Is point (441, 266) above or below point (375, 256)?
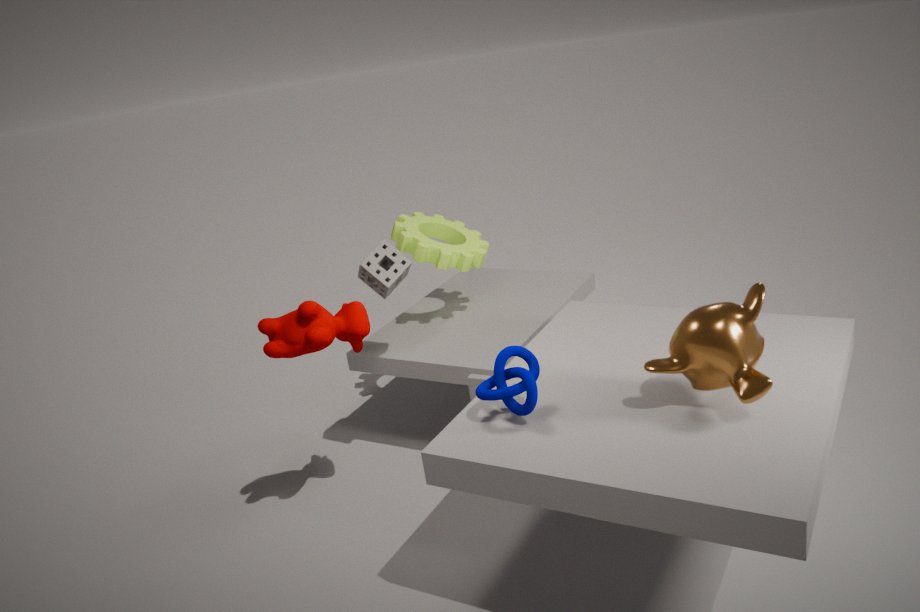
below
